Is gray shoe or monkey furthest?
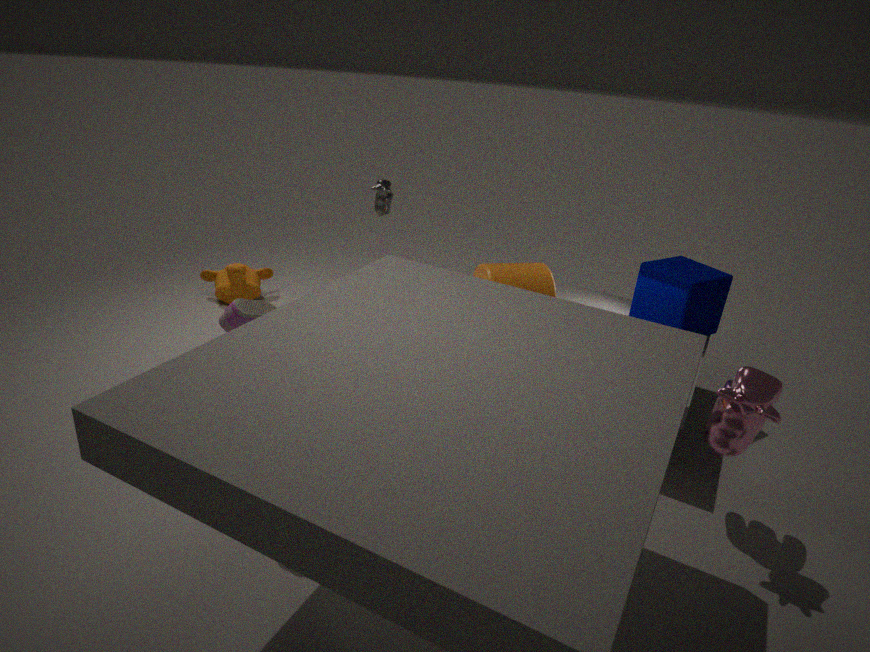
monkey
